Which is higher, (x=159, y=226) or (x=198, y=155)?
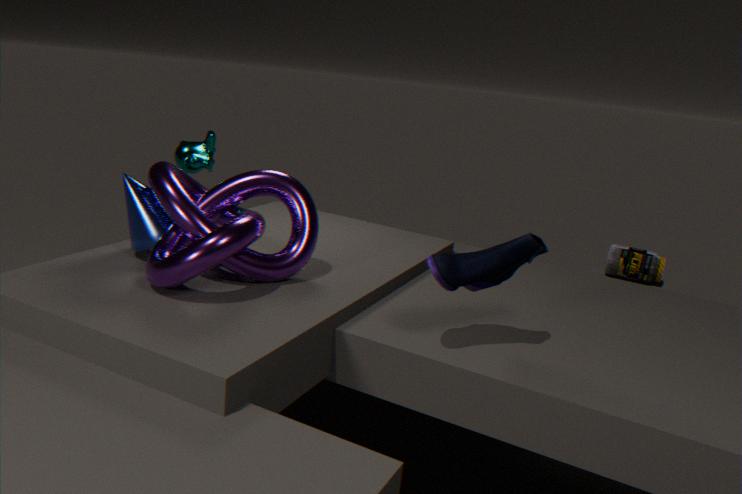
(x=198, y=155)
